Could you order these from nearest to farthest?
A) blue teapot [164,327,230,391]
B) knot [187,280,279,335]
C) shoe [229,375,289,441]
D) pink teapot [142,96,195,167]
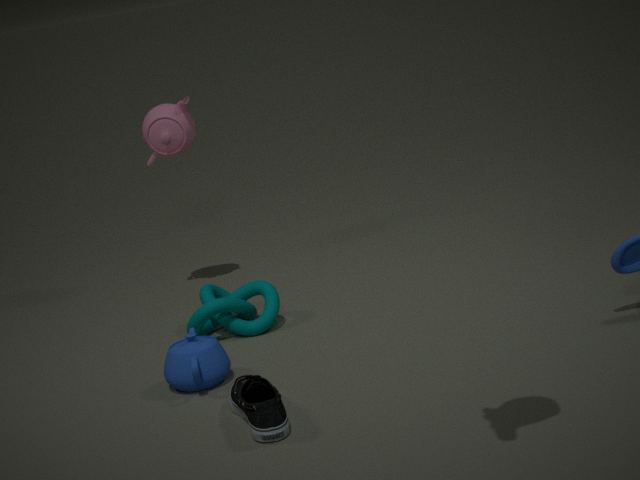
shoe [229,375,289,441] → blue teapot [164,327,230,391] → knot [187,280,279,335] → pink teapot [142,96,195,167]
